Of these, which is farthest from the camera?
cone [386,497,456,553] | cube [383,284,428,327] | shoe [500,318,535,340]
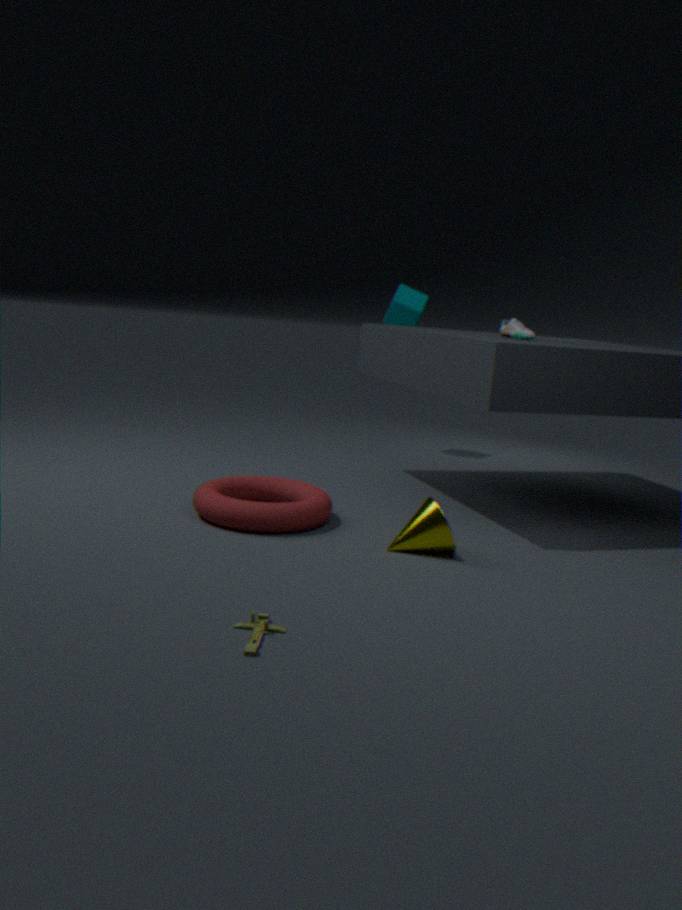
cube [383,284,428,327]
